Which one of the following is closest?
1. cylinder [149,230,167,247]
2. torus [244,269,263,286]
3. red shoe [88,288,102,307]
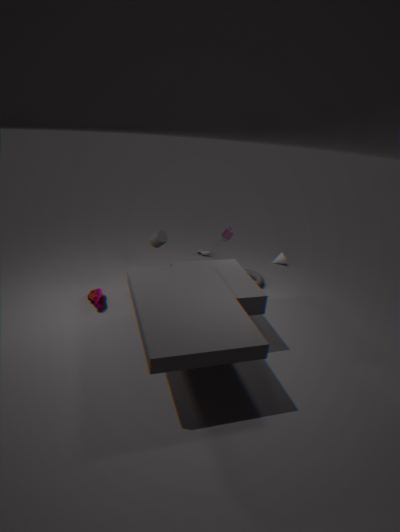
red shoe [88,288,102,307]
